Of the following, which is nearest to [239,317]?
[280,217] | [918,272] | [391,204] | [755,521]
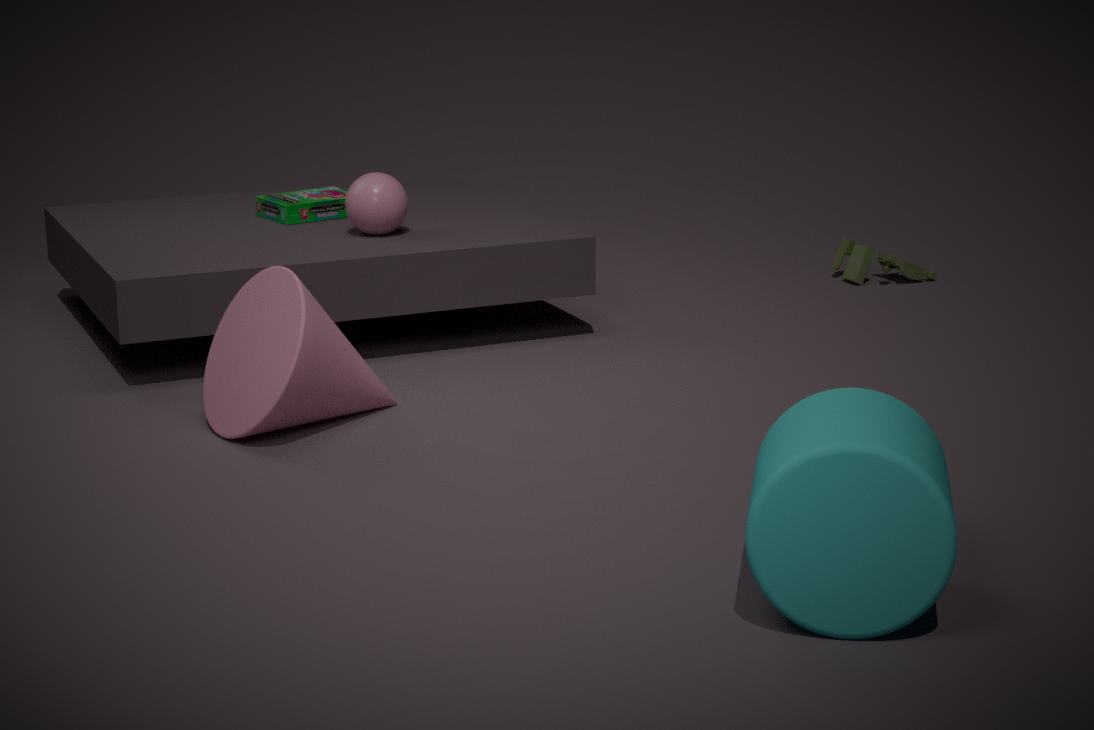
[391,204]
